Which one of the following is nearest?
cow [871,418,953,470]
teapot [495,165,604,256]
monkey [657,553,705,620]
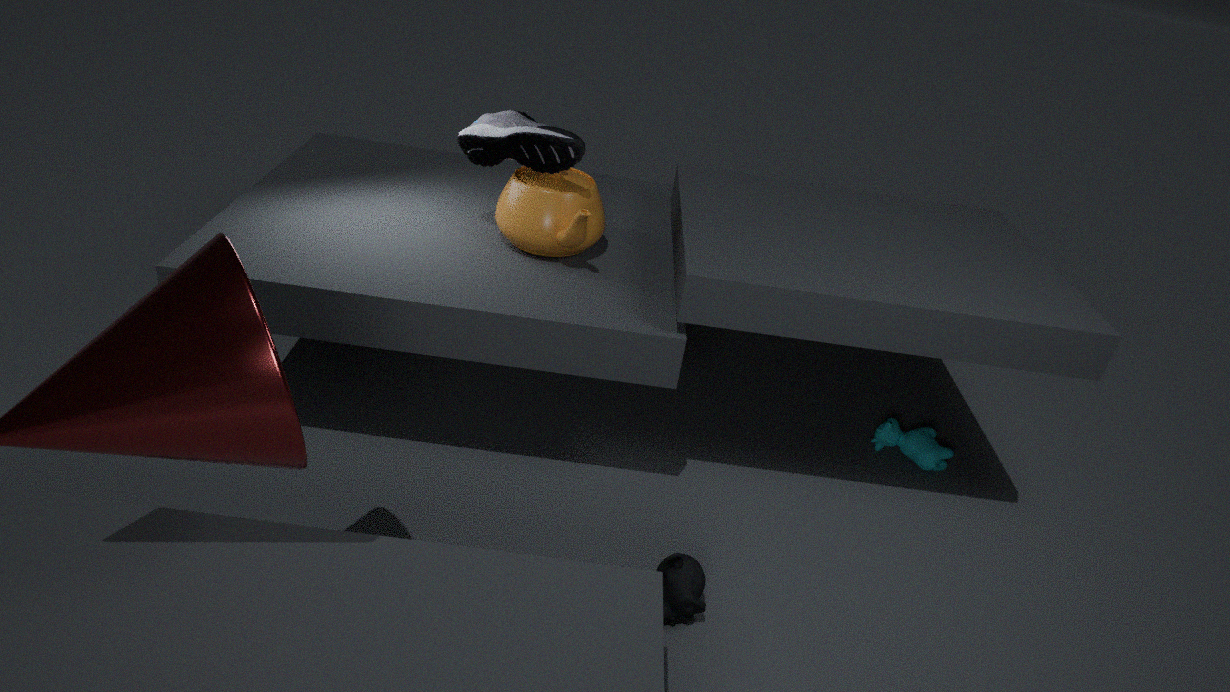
monkey [657,553,705,620]
